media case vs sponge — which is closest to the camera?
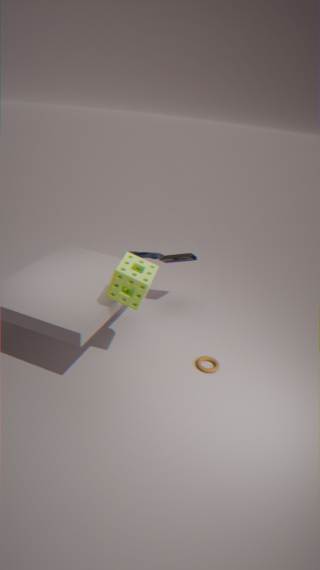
sponge
